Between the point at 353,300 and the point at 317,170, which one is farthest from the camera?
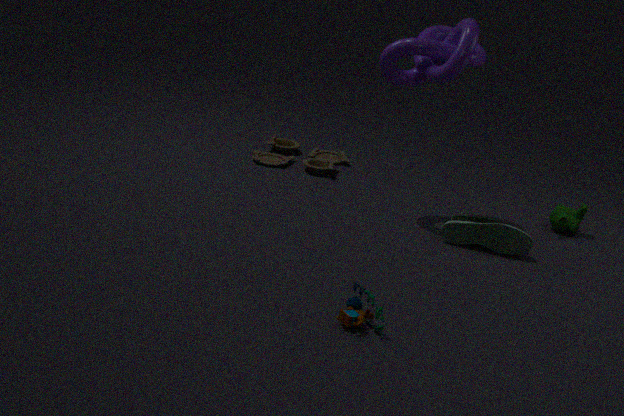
the point at 317,170
